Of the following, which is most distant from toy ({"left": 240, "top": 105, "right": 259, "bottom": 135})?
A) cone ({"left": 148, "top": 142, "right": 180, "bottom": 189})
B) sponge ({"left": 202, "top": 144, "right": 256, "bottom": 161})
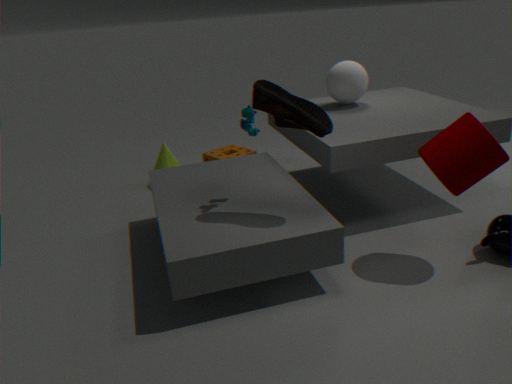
cone ({"left": 148, "top": 142, "right": 180, "bottom": 189})
